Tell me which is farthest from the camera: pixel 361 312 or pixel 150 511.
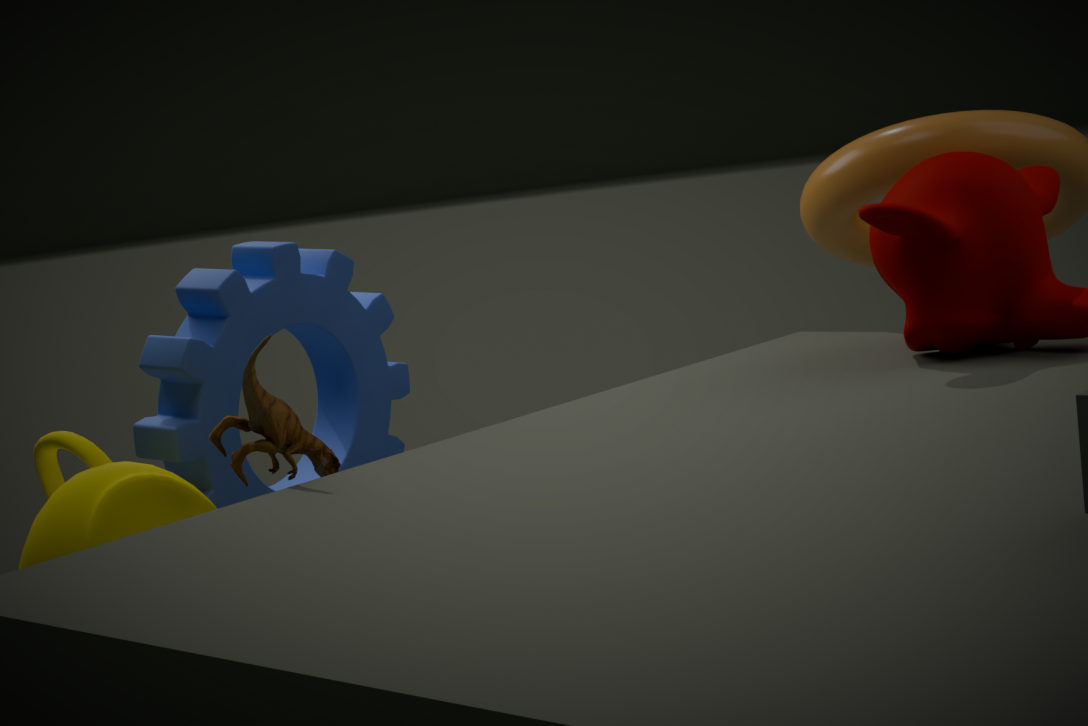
pixel 361 312
